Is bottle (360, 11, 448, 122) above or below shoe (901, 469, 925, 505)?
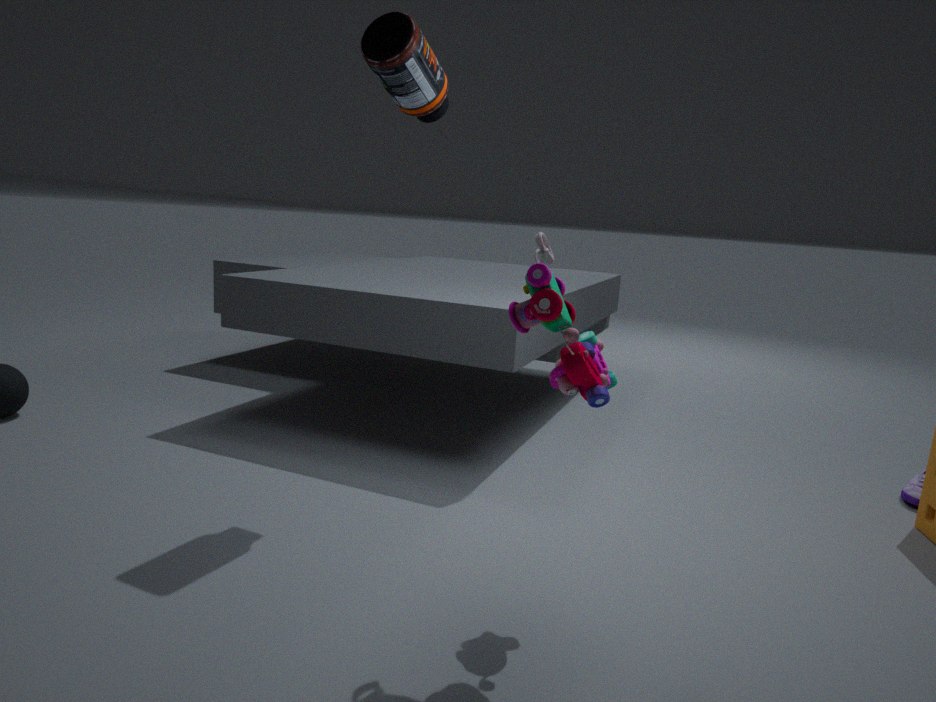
above
